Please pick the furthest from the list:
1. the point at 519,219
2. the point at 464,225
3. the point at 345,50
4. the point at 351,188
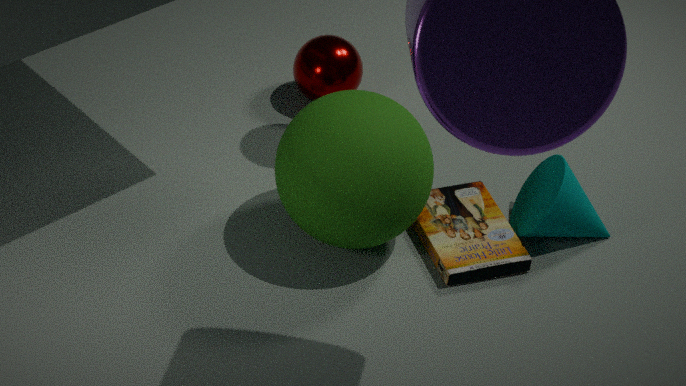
the point at 345,50
